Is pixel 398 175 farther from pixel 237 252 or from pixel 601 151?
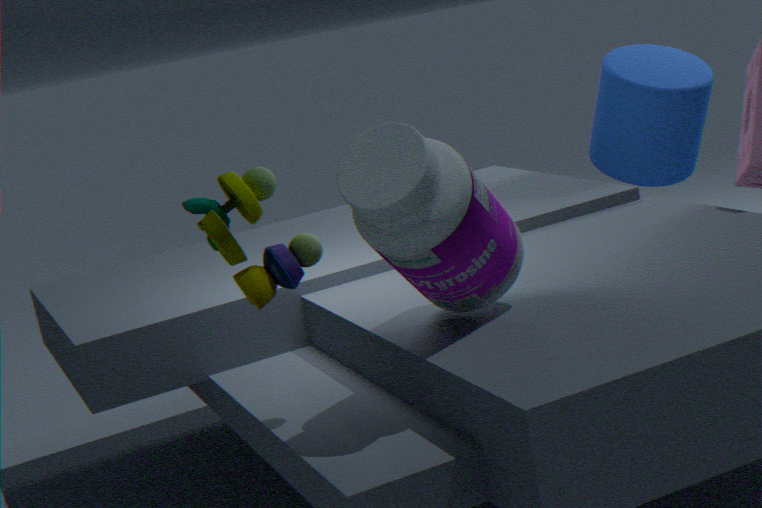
pixel 601 151
